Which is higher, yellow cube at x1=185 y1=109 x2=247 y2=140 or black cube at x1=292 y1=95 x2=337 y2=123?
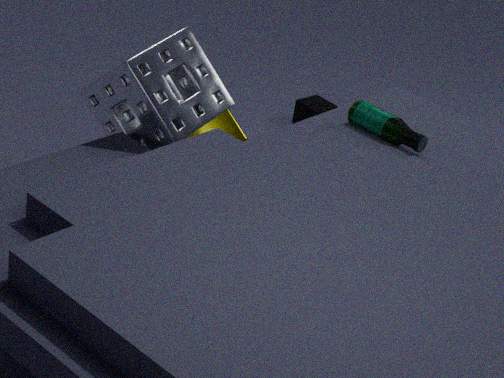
yellow cube at x1=185 y1=109 x2=247 y2=140
